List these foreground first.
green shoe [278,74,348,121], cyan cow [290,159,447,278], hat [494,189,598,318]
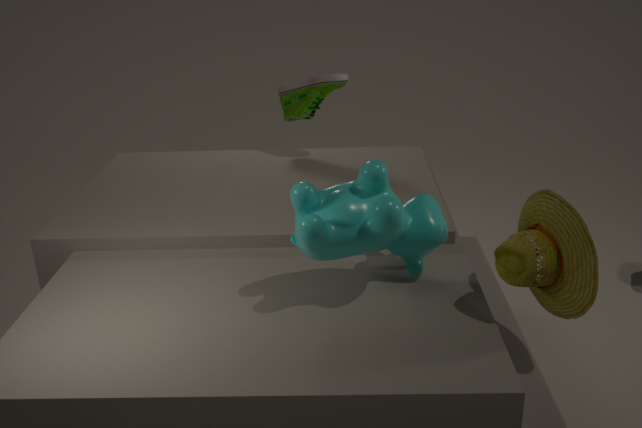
hat [494,189,598,318] < cyan cow [290,159,447,278] < green shoe [278,74,348,121]
